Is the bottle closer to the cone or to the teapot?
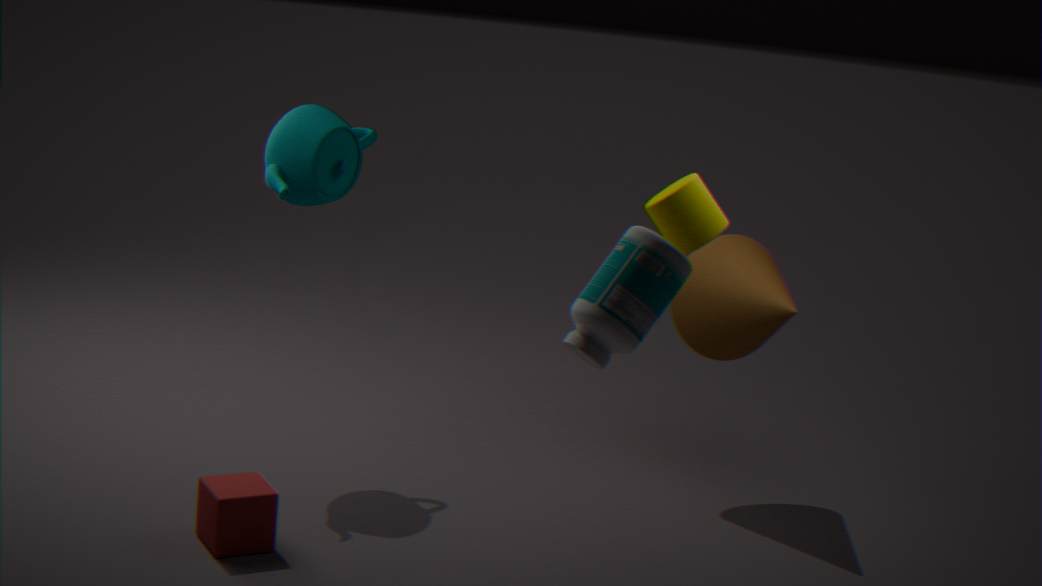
the cone
